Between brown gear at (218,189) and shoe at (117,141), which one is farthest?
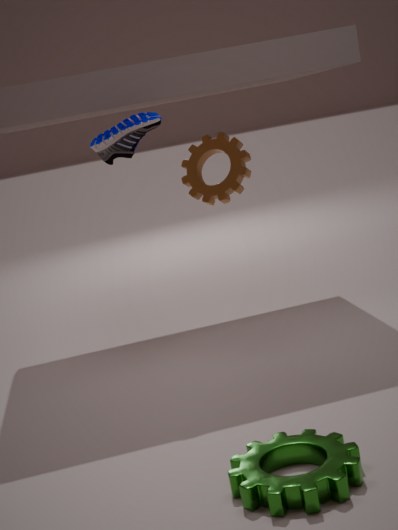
brown gear at (218,189)
